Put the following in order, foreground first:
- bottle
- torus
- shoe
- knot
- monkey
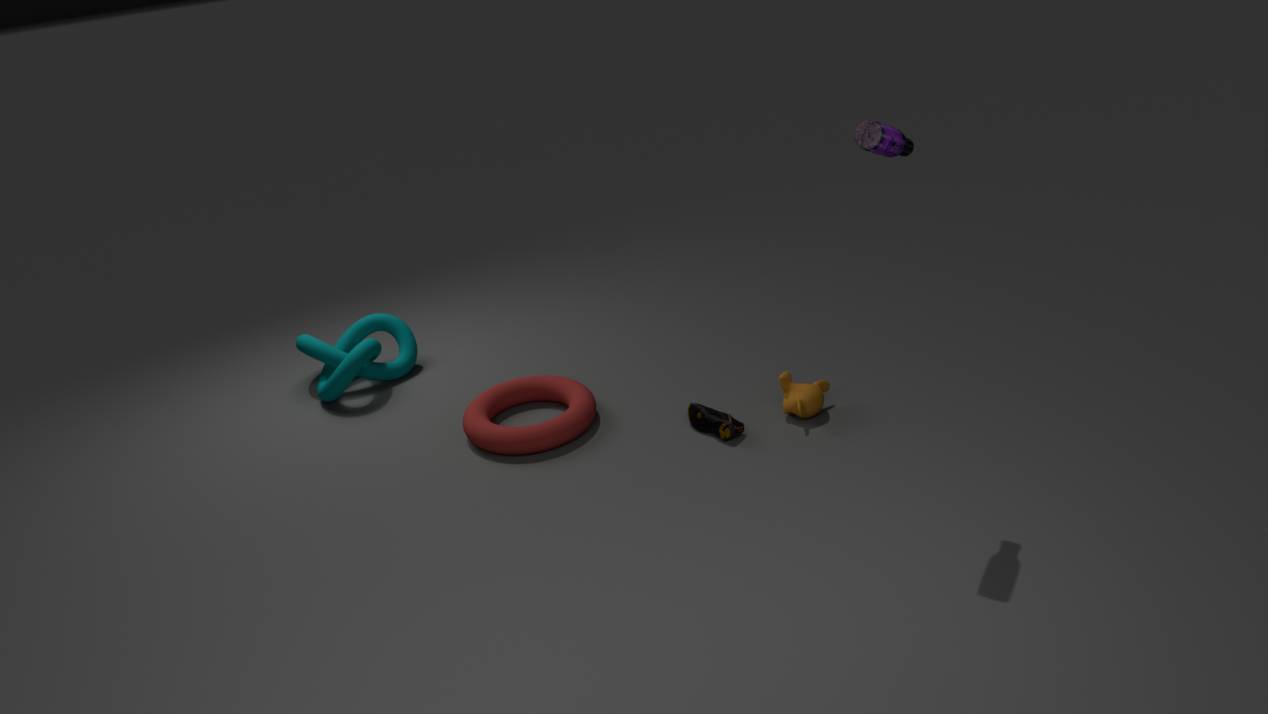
bottle
shoe
monkey
torus
knot
